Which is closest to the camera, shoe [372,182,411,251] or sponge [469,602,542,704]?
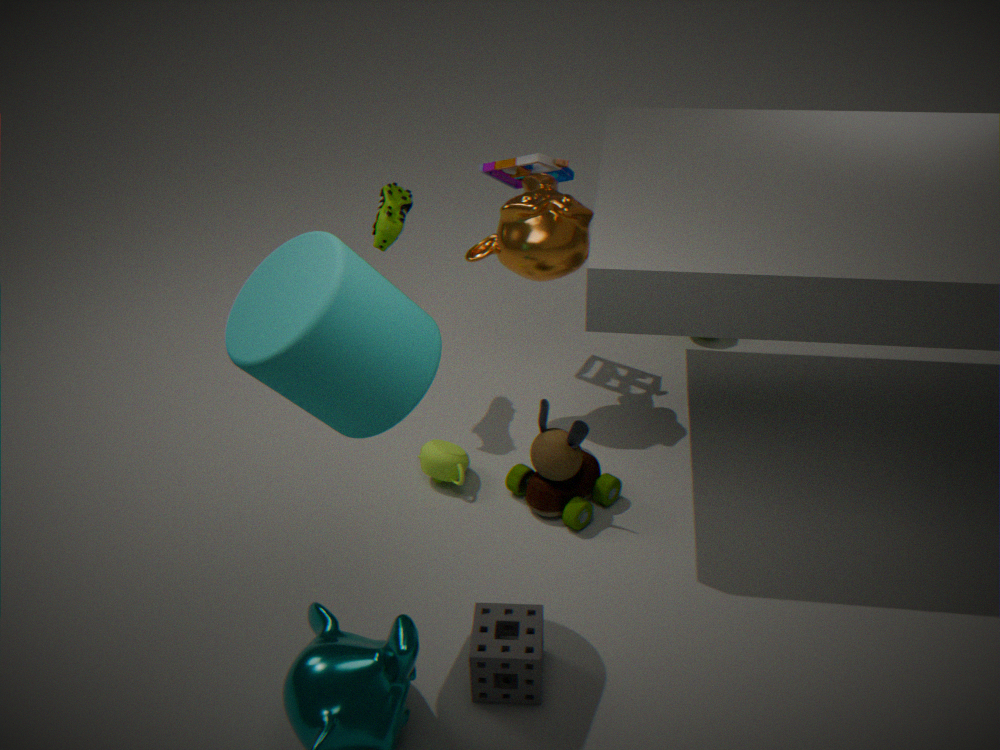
sponge [469,602,542,704]
